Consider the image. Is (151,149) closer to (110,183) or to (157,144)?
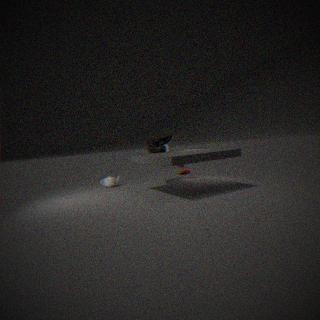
(157,144)
